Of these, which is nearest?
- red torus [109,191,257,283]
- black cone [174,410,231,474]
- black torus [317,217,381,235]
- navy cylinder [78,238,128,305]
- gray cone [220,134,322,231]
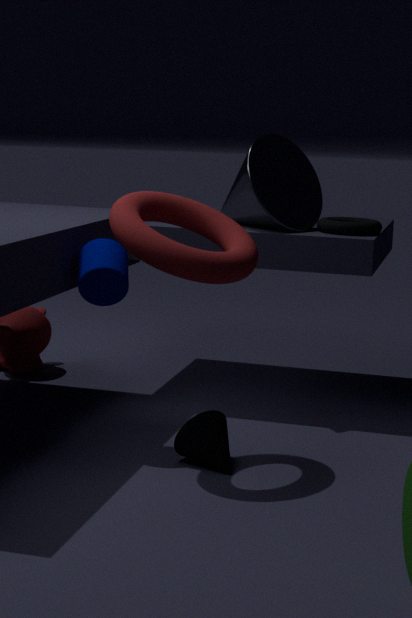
red torus [109,191,257,283]
